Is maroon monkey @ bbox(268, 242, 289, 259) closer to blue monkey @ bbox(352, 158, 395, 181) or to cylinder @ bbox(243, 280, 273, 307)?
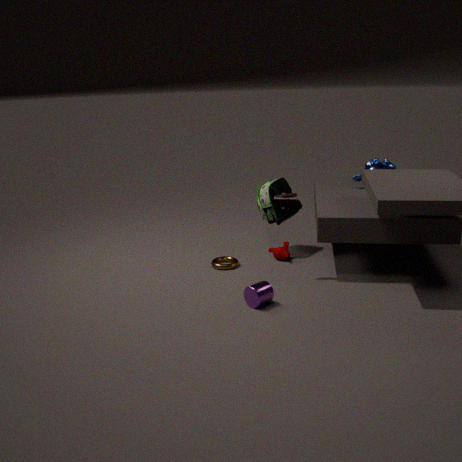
cylinder @ bbox(243, 280, 273, 307)
